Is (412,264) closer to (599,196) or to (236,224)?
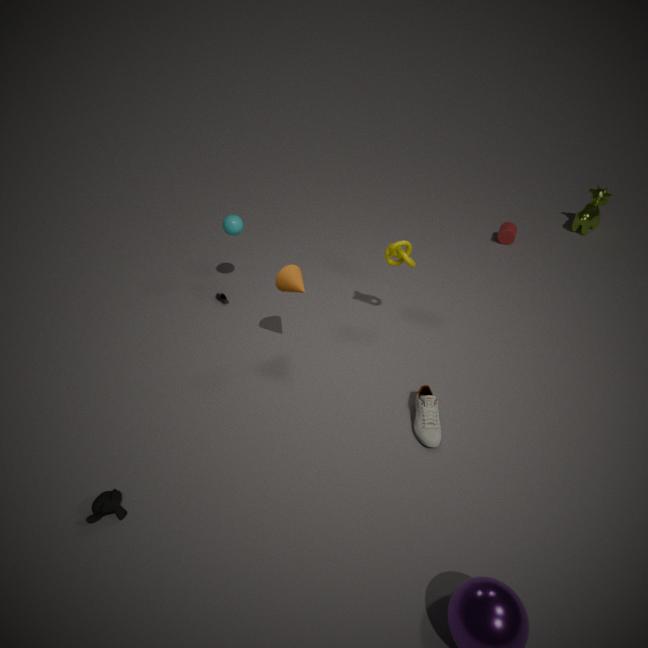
(236,224)
